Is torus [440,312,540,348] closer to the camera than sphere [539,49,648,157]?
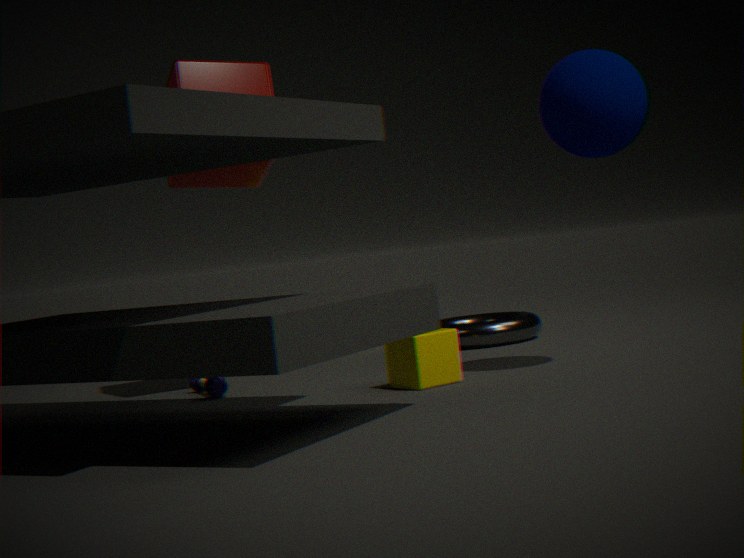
No
